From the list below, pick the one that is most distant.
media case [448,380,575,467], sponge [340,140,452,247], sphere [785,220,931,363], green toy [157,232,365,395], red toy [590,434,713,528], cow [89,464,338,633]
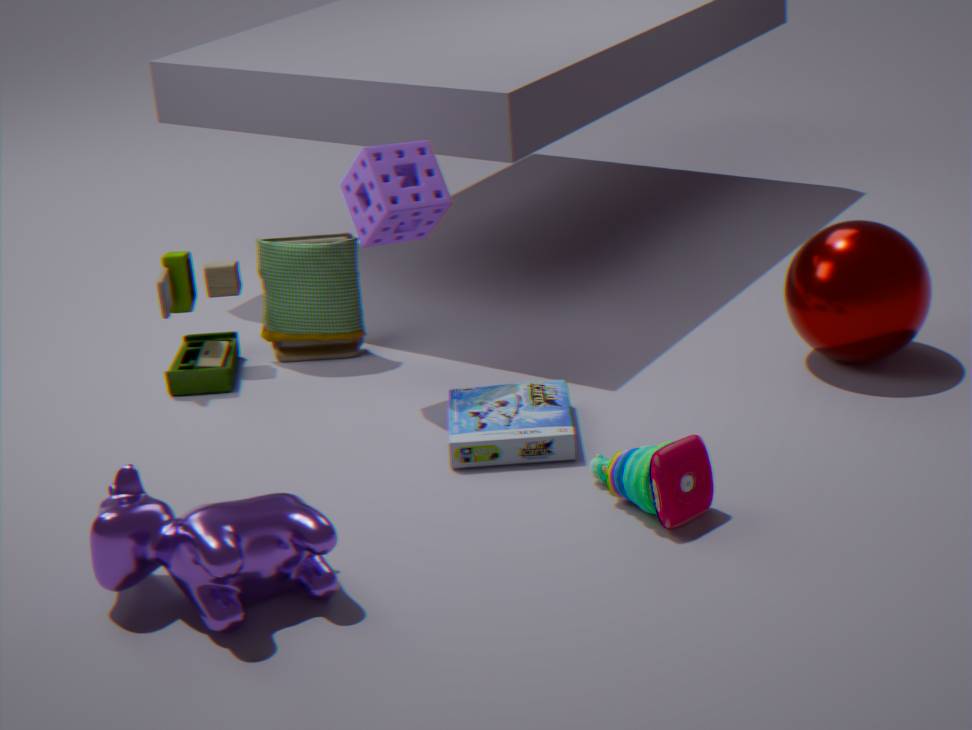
green toy [157,232,365,395]
